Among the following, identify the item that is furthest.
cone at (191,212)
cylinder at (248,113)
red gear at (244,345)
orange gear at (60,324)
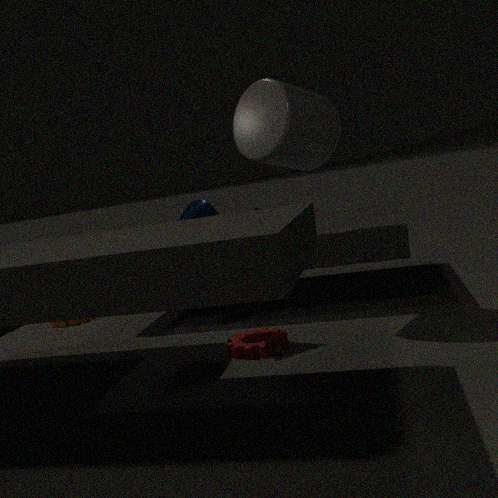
orange gear at (60,324)
